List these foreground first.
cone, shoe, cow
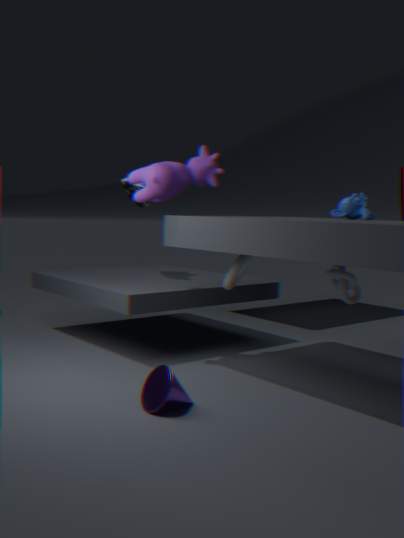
cone
cow
shoe
